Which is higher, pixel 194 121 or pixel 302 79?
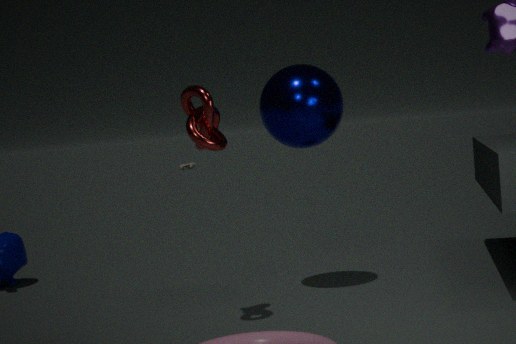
pixel 302 79
